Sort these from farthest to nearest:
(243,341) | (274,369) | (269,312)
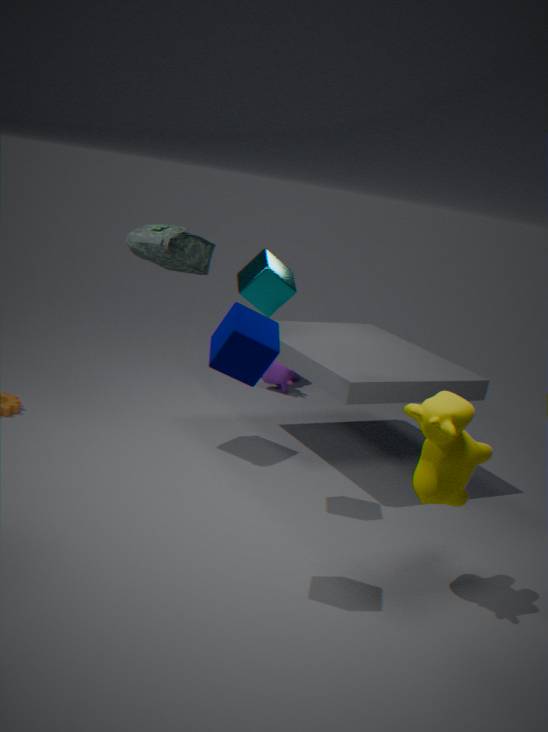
1. (274,369)
2. (269,312)
3. (243,341)
